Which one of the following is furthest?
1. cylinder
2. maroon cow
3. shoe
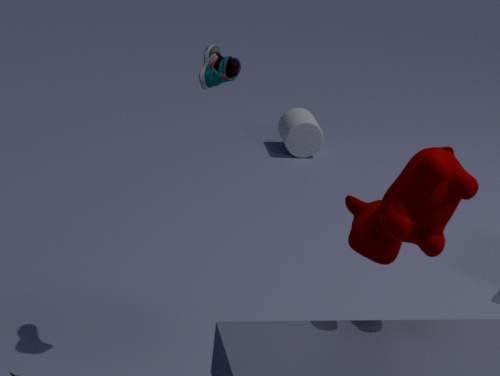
cylinder
